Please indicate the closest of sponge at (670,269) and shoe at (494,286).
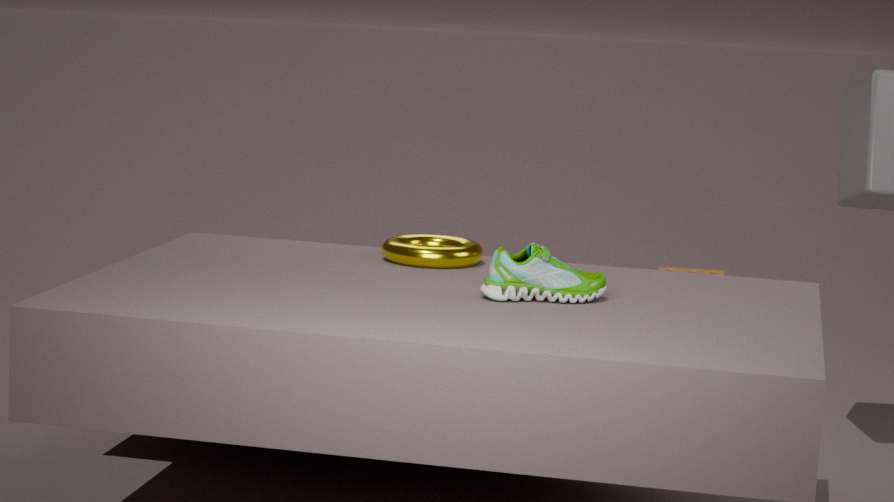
shoe at (494,286)
